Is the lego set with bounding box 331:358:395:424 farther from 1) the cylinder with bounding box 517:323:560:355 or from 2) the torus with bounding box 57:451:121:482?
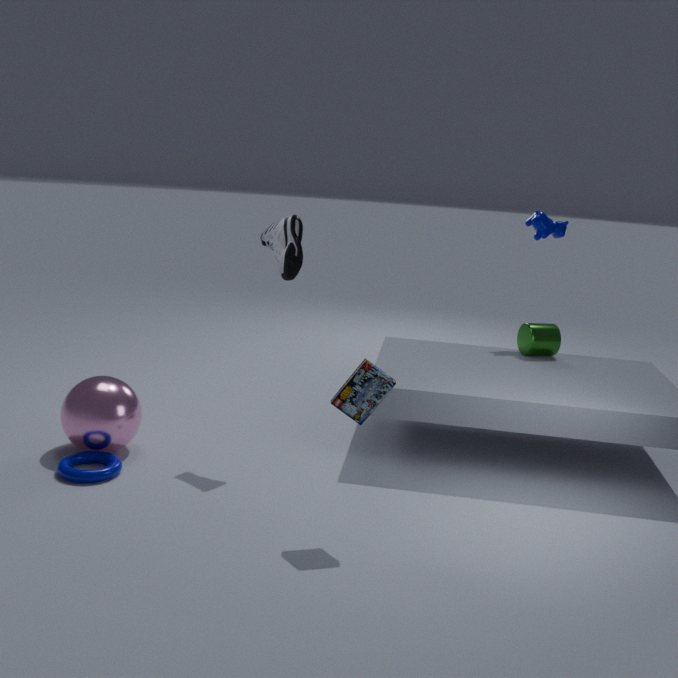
1) the cylinder with bounding box 517:323:560:355
